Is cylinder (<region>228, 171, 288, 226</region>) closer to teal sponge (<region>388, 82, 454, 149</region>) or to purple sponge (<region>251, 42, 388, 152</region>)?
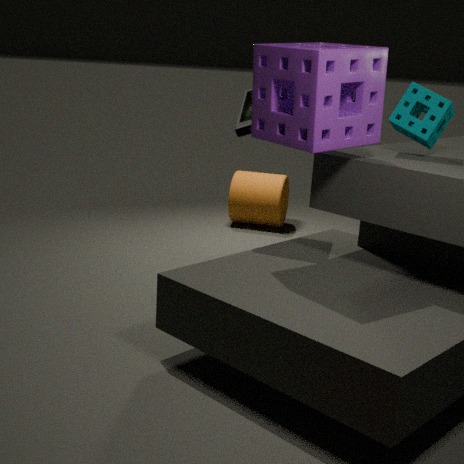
purple sponge (<region>251, 42, 388, 152</region>)
